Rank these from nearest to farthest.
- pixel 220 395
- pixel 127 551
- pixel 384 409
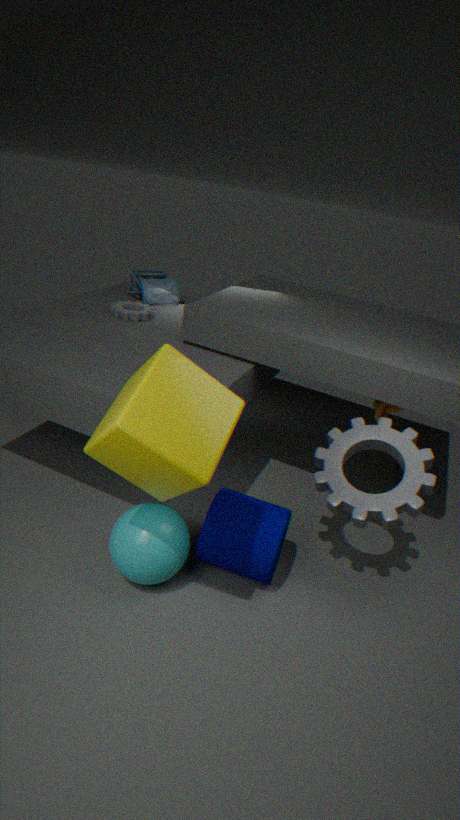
pixel 220 395 < pixel 127 551 < pixel 384 409
